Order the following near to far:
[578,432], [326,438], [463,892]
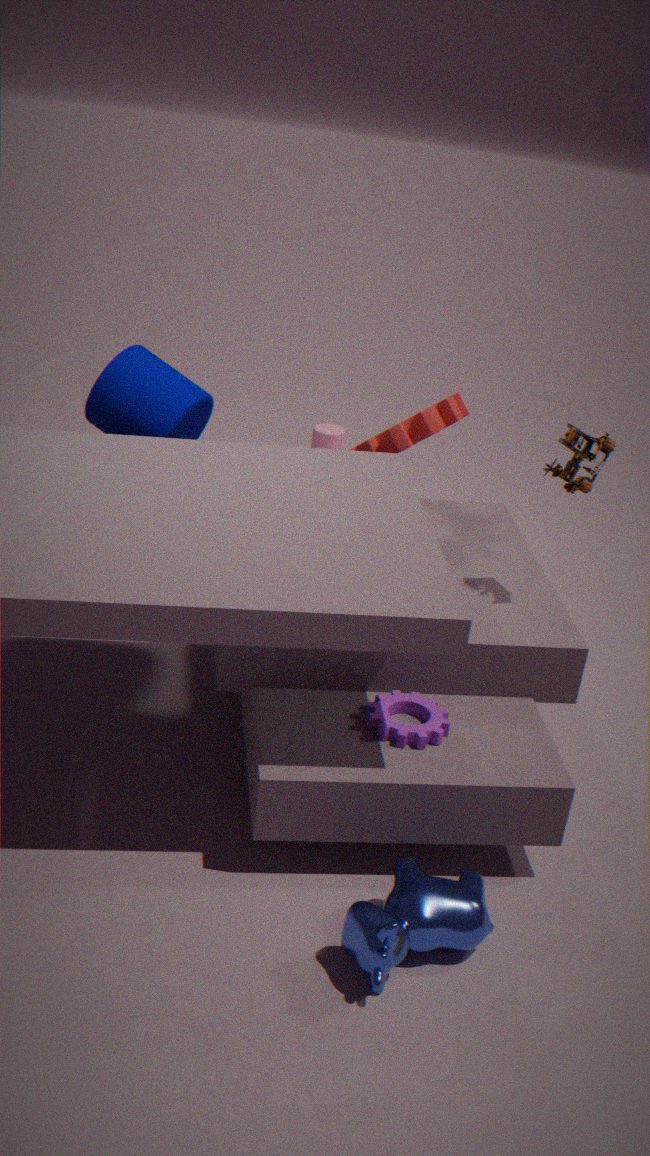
[463,892]
[578,432]
[326,438]
